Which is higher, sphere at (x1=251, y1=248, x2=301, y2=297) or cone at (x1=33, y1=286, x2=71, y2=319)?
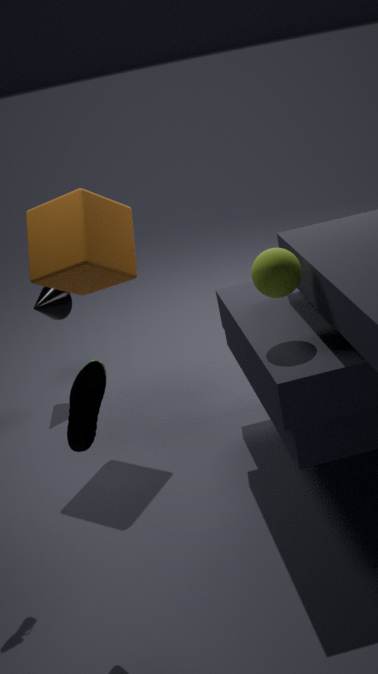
sphere at (x1=251, y1=248, x2=301, y2=297)
